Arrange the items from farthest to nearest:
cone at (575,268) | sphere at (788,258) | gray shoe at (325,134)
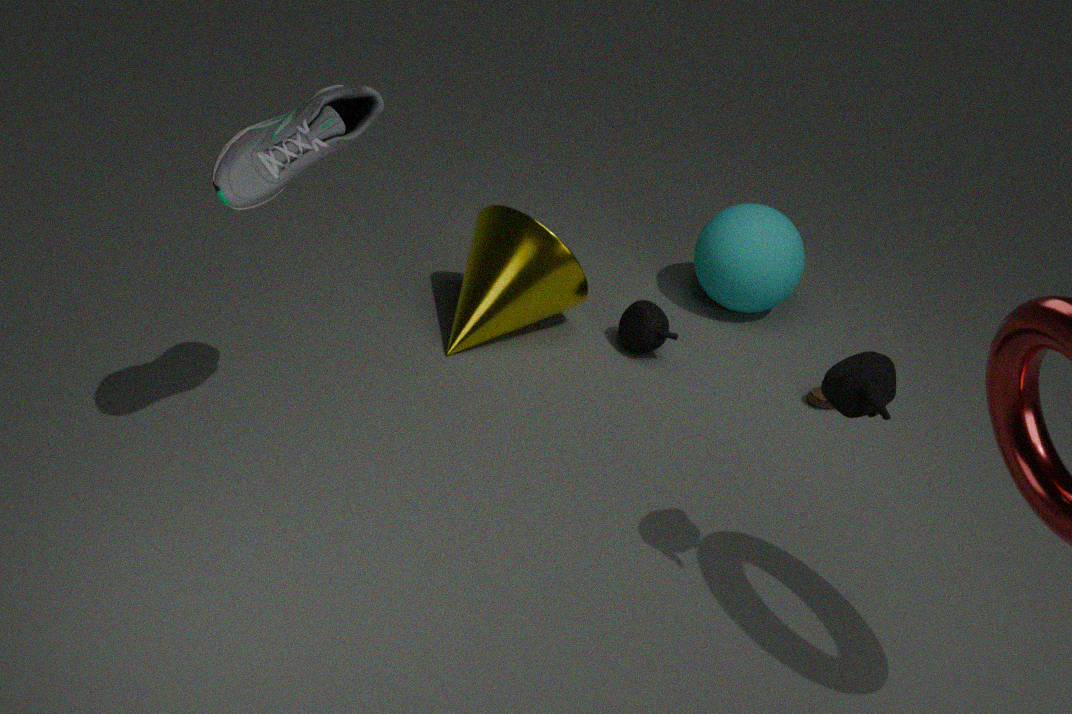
1. sphere at (788,258)
2. cone at (575,268)
3. gray shoe at (325,134)
